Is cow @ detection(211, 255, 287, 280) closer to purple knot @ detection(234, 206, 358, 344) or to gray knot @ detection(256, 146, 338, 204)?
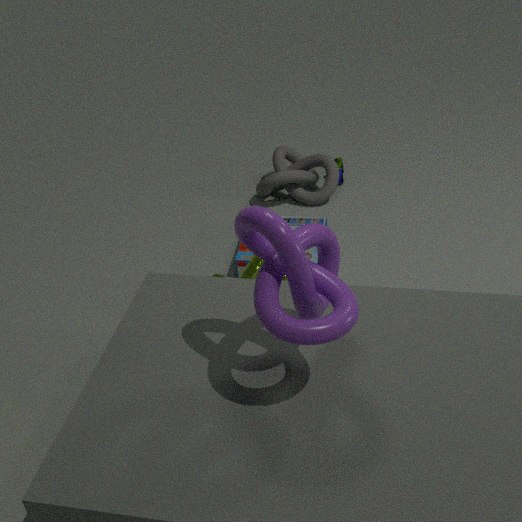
purple knot @ detection(234, 206, 358, 344)
